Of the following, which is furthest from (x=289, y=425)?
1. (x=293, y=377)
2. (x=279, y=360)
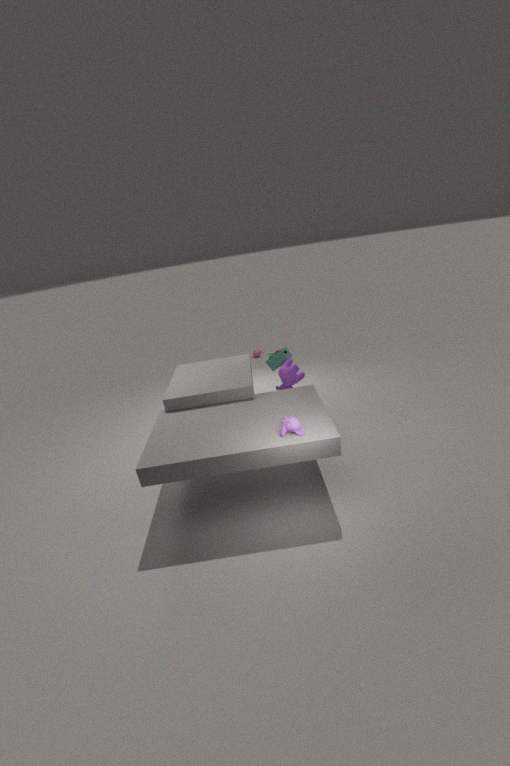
(x=279, y=360)
